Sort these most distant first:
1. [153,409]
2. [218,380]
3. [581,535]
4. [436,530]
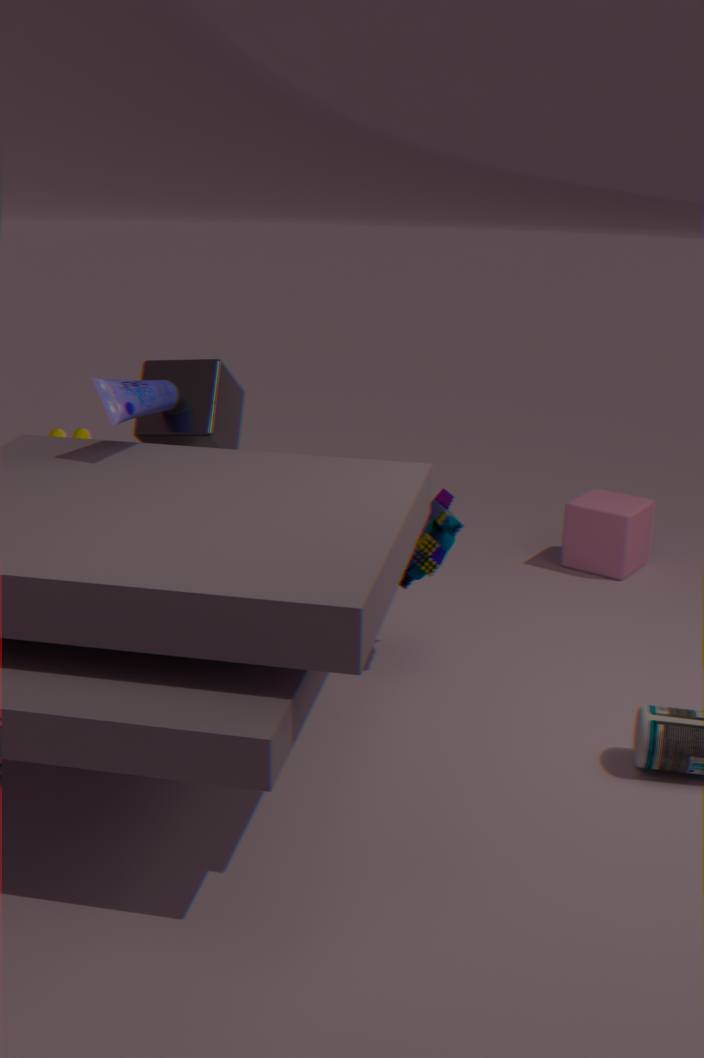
[581,535] < [218,380] < [436,530] < [153,409]
